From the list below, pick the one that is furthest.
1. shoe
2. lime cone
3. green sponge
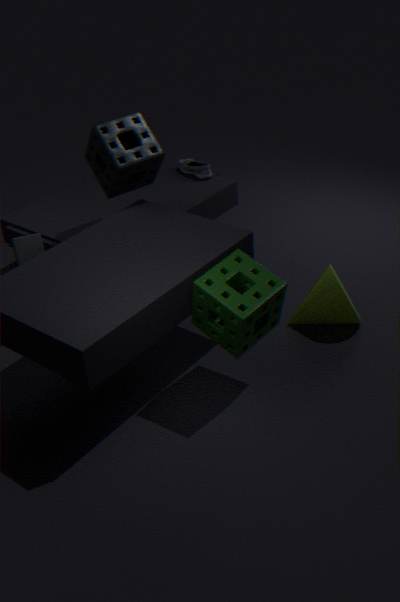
shoe
